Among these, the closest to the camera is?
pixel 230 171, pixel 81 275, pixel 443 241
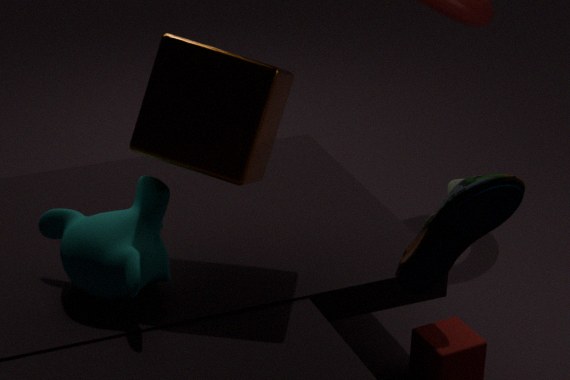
pixel 443 241
